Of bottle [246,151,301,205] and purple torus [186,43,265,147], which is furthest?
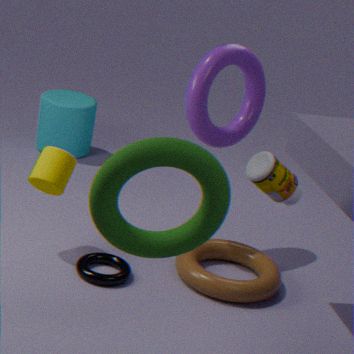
purple torus [186,43,265,147]
